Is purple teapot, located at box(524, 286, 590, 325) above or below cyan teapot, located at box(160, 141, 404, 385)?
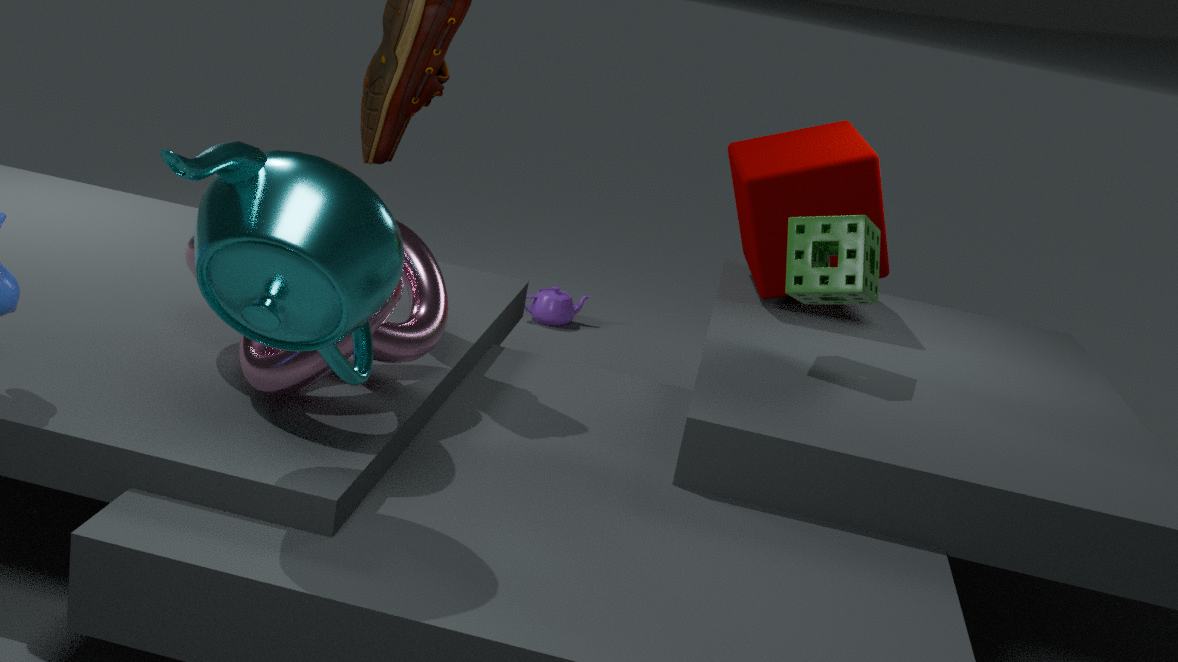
below
